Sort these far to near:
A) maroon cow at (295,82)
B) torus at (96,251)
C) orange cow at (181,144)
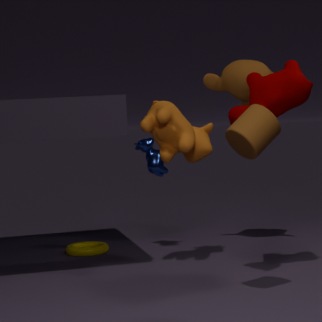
torus at (96,251) < orange cow at (181,144) < maroon cow at (295,82)
